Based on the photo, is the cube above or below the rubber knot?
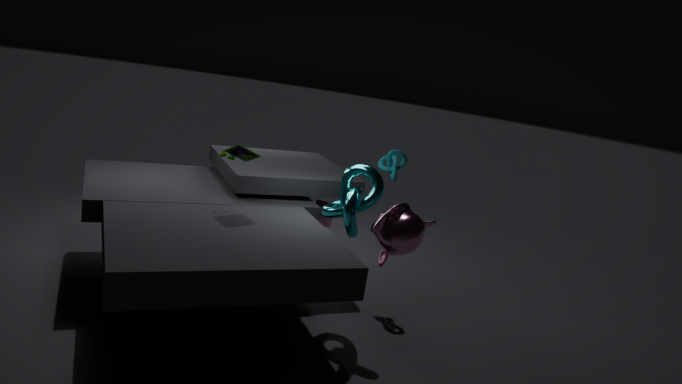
below
